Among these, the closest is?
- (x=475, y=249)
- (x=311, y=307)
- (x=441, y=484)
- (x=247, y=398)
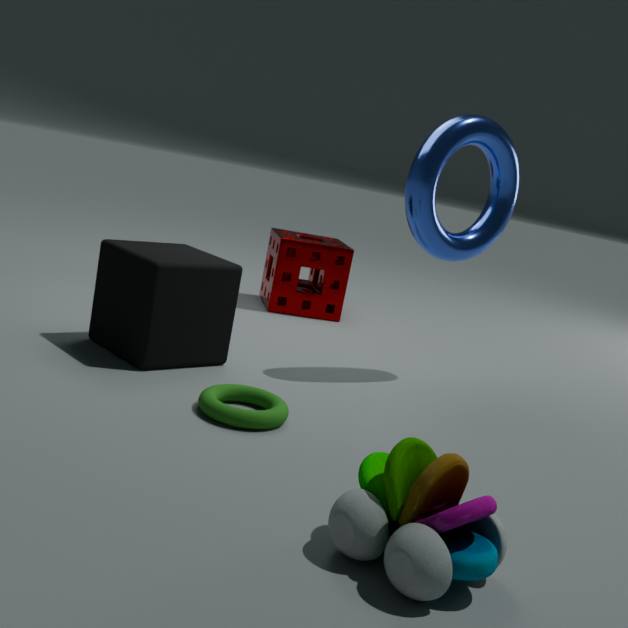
A: (x=441, y=484)
